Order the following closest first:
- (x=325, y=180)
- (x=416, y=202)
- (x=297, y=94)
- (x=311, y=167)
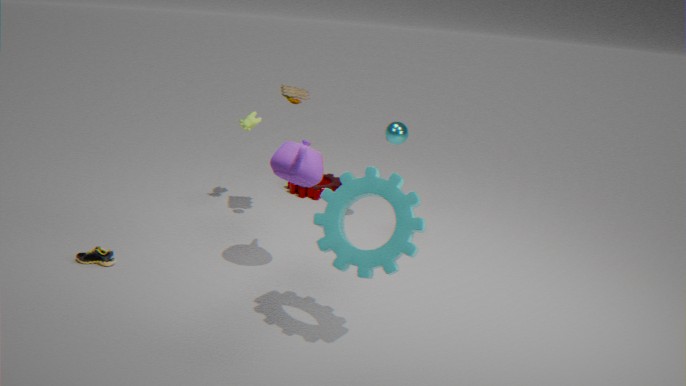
(x=416, y=202), (x=311, y=167), (x=297, y=94), (x=325, y=180)
